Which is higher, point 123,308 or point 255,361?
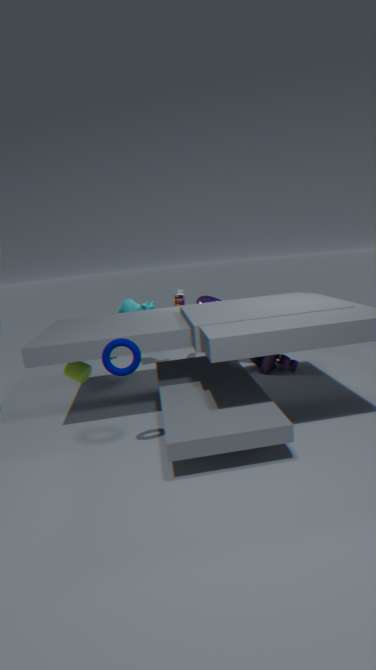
point 123,308
